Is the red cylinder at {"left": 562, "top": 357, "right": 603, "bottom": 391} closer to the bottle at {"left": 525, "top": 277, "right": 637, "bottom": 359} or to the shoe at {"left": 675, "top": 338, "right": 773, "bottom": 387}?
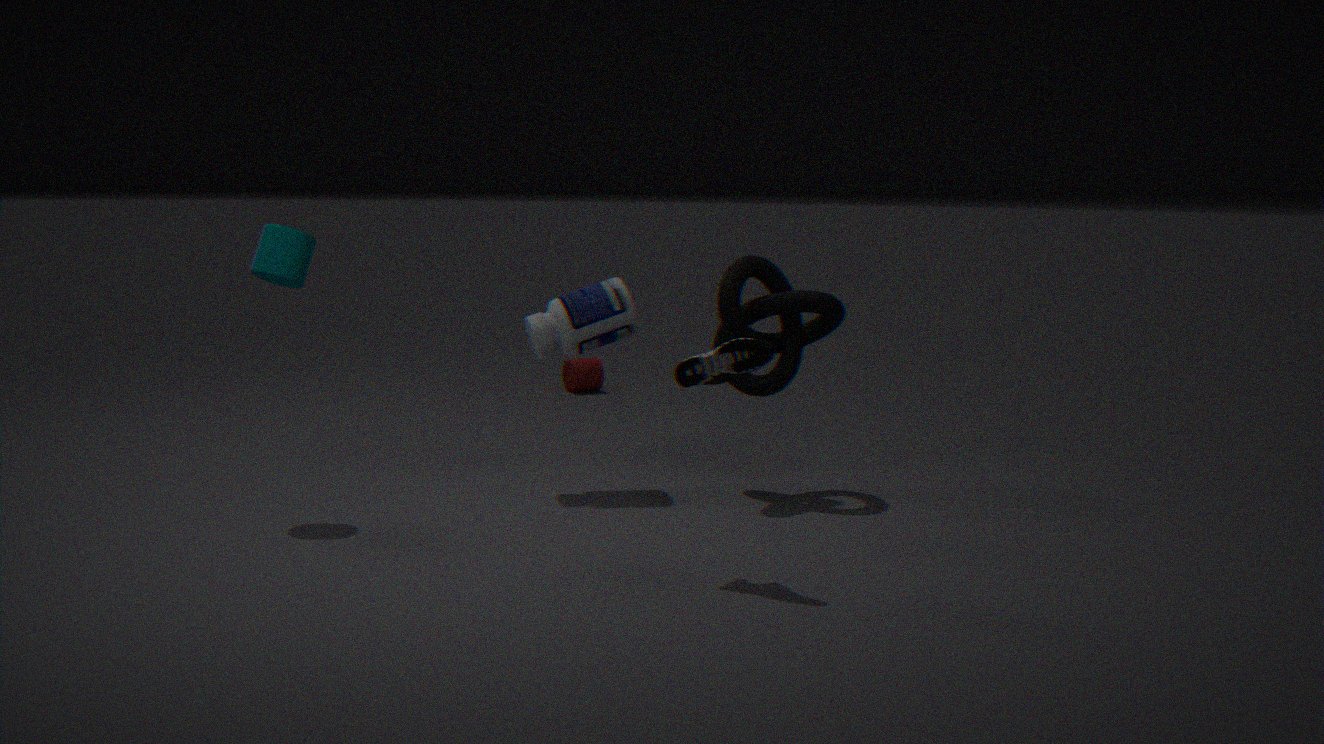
the bottle at {"left": 525, "top": 277, "right": 637, "bottom": 359}
